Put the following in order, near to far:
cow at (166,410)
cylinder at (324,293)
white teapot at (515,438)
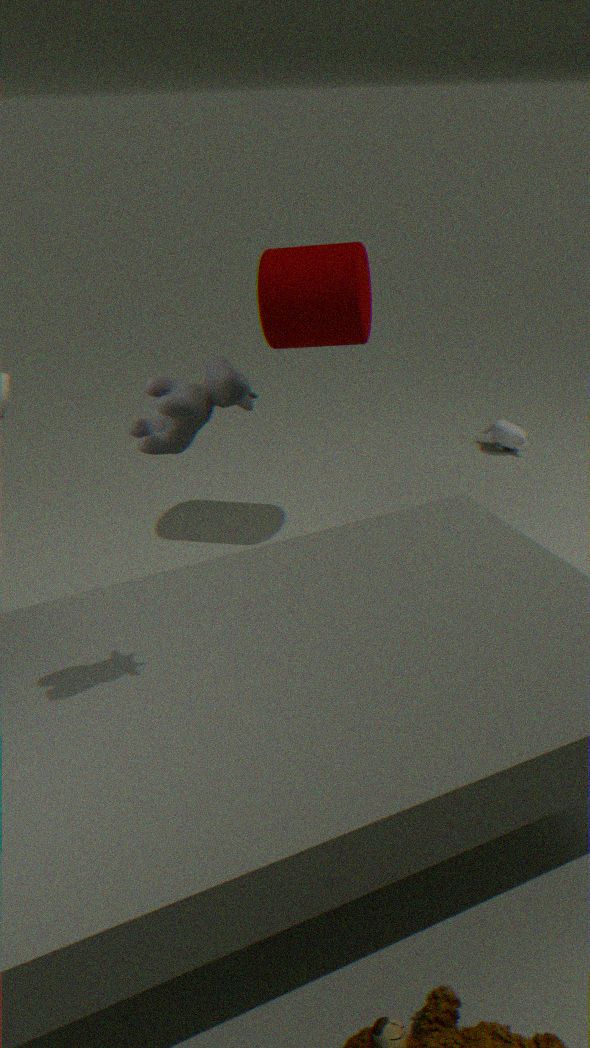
cow at (166,410), cylinder at (324,293), white teapot at (515,438)
